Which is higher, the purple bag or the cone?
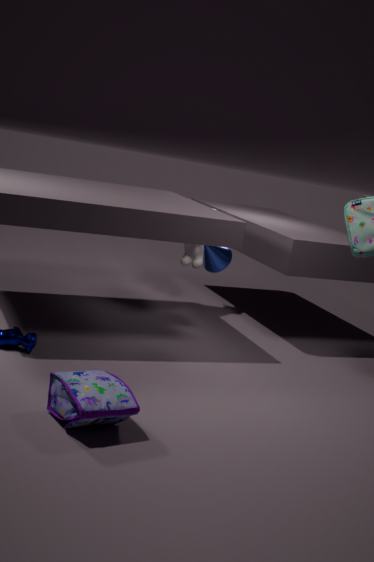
the cone
